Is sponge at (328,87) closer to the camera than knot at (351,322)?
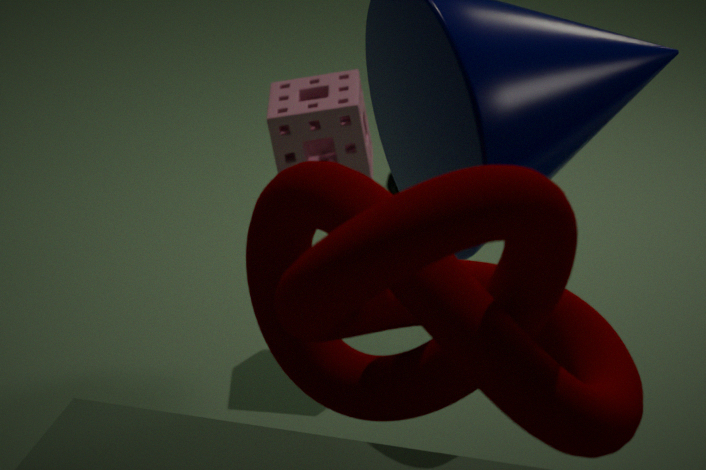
No
